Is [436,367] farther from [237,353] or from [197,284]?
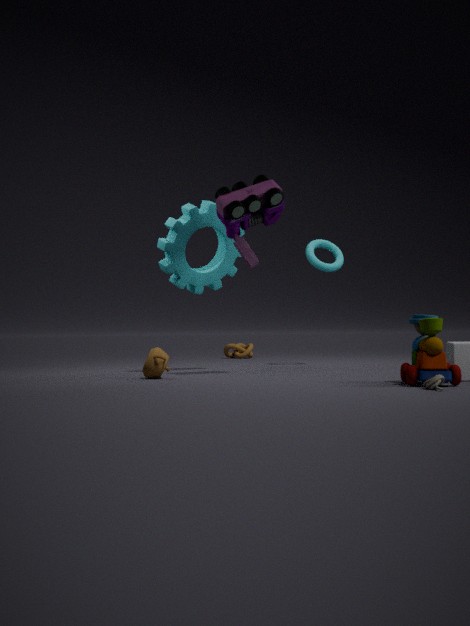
[237,353]
